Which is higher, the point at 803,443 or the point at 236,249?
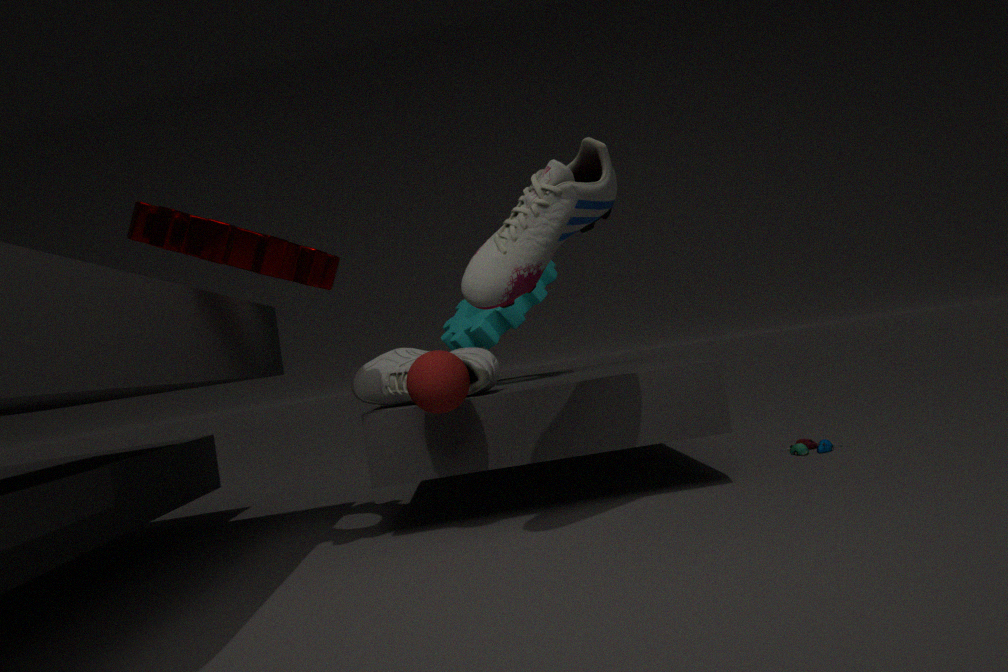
the point at 236,249
